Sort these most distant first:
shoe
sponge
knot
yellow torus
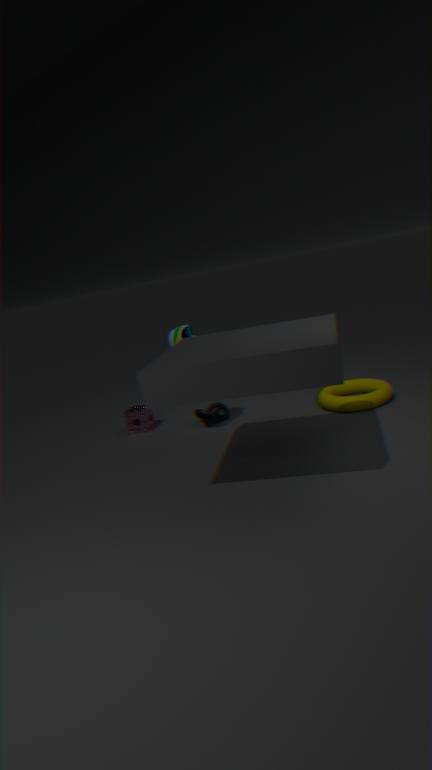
sponge, knot, shoe, yellow torus
